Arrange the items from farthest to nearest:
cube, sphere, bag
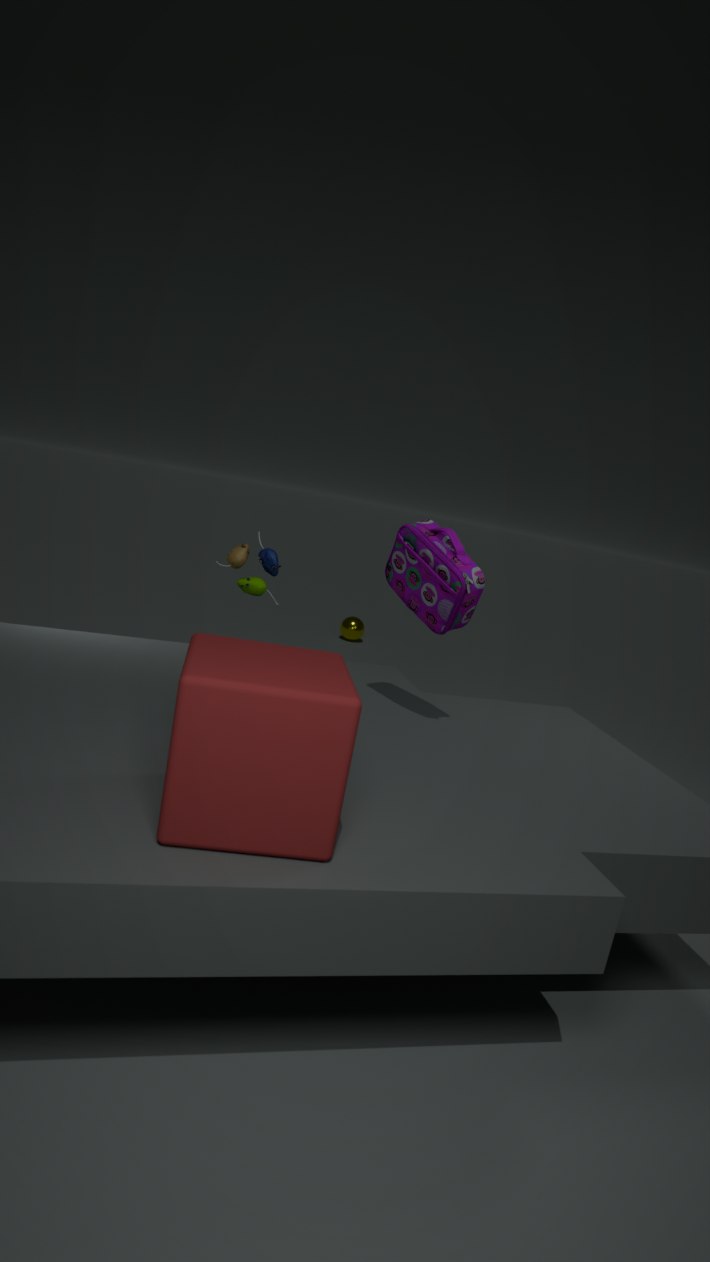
1. sphere
2. bag
3. cube
